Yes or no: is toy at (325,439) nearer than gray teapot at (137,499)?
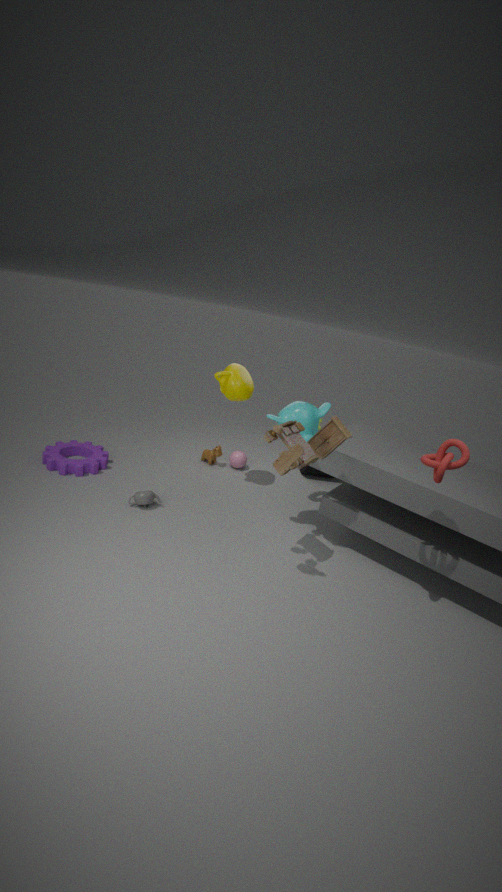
Yes
